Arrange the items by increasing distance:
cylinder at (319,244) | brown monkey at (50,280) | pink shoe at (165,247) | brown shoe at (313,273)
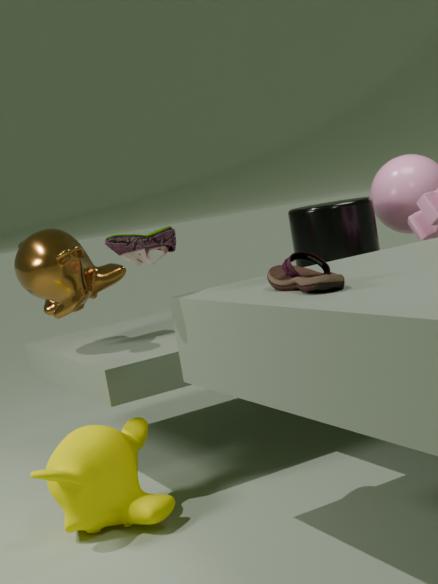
brown shoe at (313,273) → pink shoe at (165,247) → brown monkey at (50,280) → cylinder at (319,244)
